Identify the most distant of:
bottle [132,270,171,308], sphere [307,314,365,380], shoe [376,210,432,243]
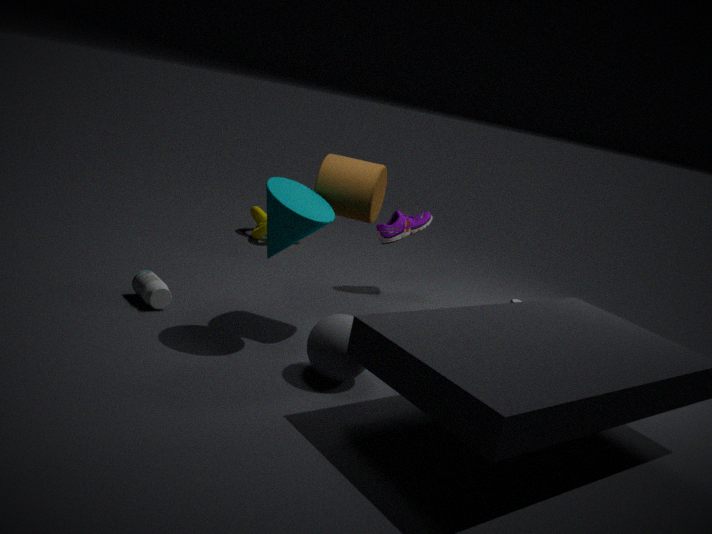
shoe [376,210,432,243]
